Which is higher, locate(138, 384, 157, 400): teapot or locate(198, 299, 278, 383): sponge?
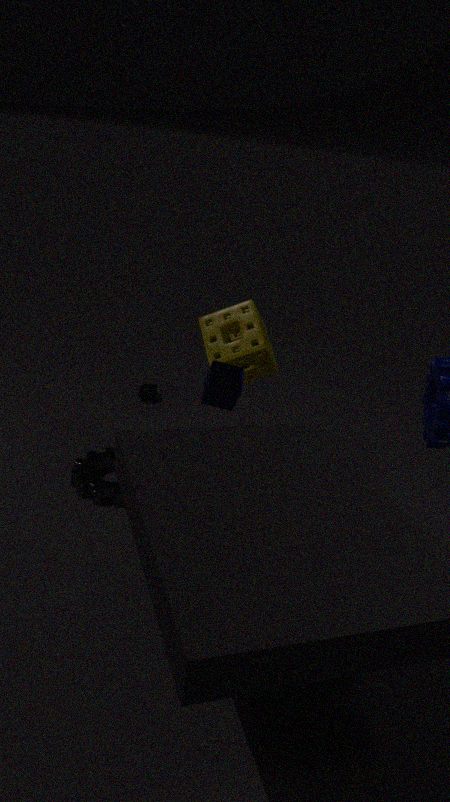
locate(198, 299, 278, 383): sponge
